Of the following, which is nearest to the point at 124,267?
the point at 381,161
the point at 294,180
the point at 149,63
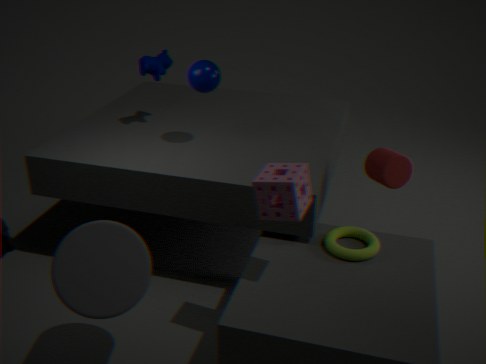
the point at 294,180
